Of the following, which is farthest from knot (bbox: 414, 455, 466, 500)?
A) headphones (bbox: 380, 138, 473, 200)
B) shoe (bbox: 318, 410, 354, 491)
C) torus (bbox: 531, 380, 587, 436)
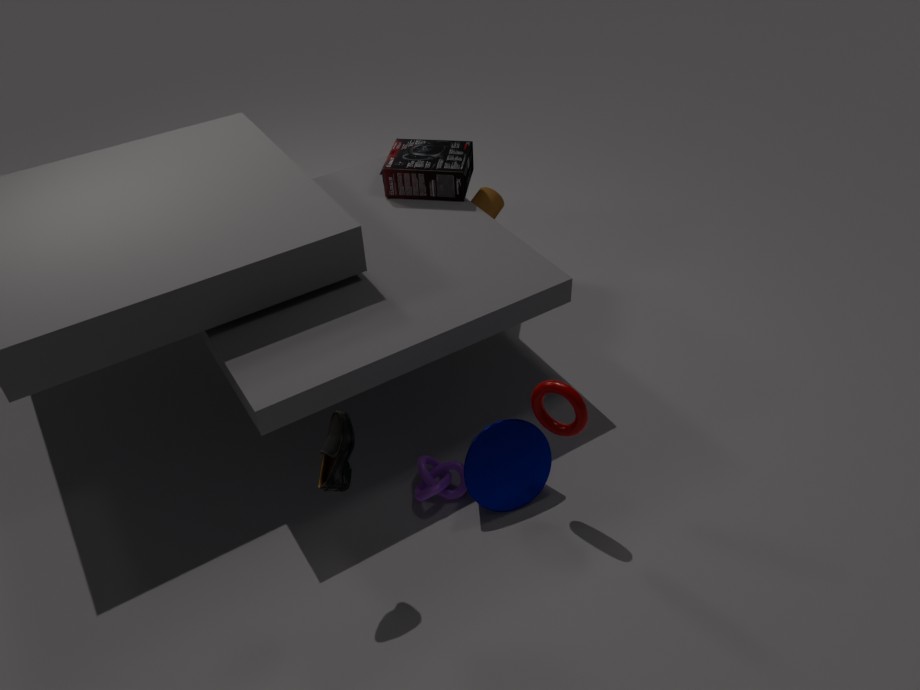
headphones (bbox: 380, 138, 473, 200)
